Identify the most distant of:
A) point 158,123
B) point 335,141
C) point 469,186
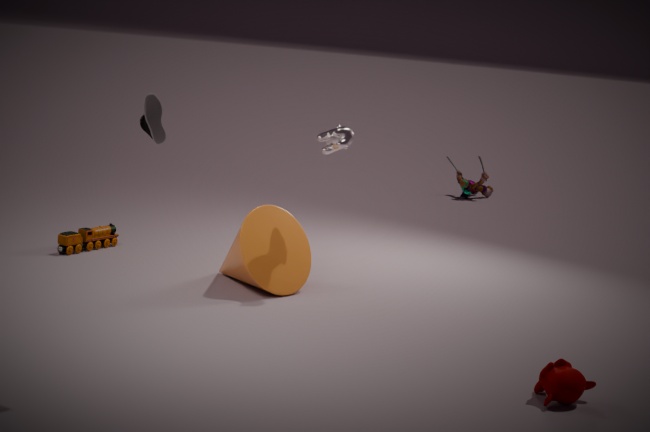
point 469,186
